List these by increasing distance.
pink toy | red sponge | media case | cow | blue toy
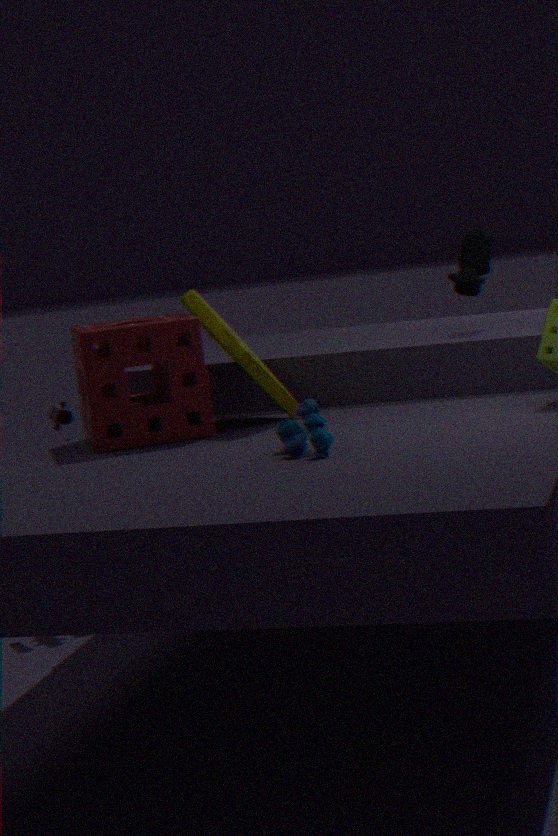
blue toy
red sponge
media case
cow
pink toy
